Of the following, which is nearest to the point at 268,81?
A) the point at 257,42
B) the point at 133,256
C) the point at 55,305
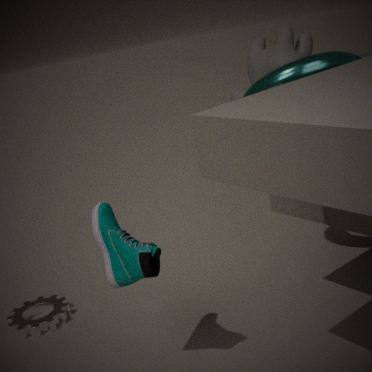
the point at 257,42
